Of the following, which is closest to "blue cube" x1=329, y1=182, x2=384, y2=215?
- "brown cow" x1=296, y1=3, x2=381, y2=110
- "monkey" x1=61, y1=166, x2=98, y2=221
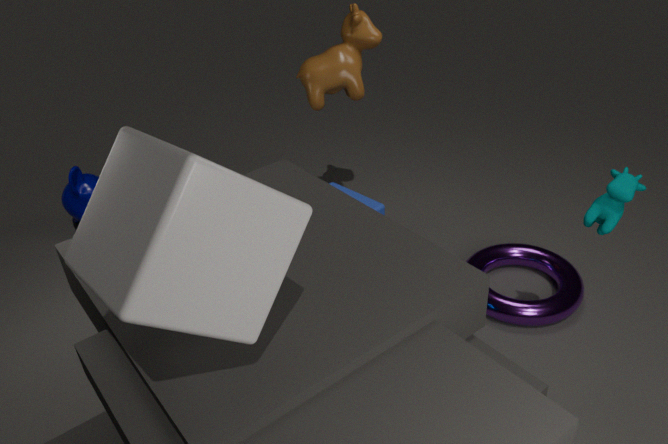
"brown cow" x1=296, y1=3, x2=381, y2=110
